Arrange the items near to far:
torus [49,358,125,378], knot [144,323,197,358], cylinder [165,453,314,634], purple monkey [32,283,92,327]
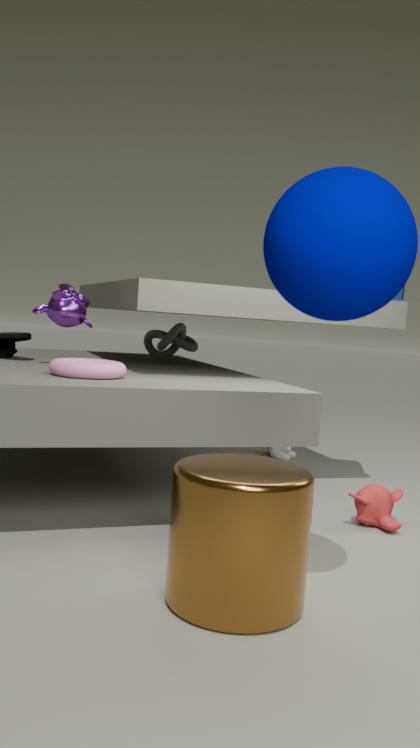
cylinder [165,453,314,634] → torus [49,358,125,378] → purple monkey [32,283,92,327] → knot [144,323,197,358]
